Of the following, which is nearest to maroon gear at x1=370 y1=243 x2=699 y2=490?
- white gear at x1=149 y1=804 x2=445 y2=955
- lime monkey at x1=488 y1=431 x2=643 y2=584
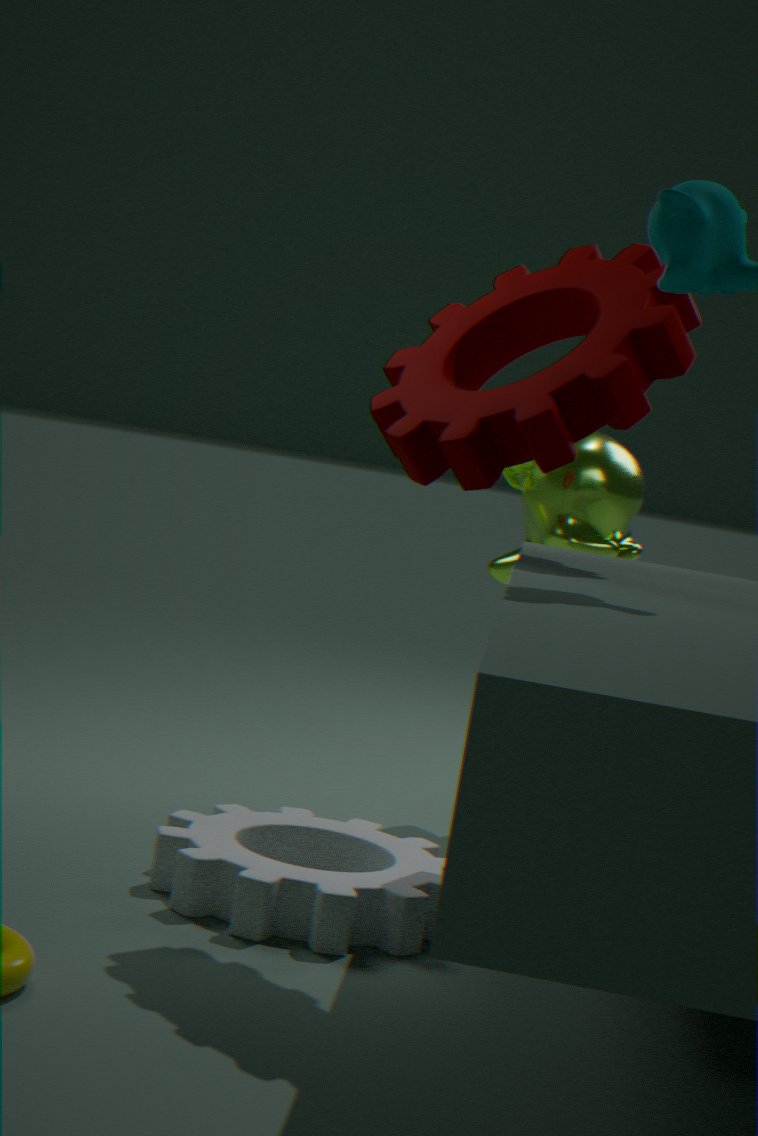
lime monkey at x1=488 y1=431 x2=643 y2=584
